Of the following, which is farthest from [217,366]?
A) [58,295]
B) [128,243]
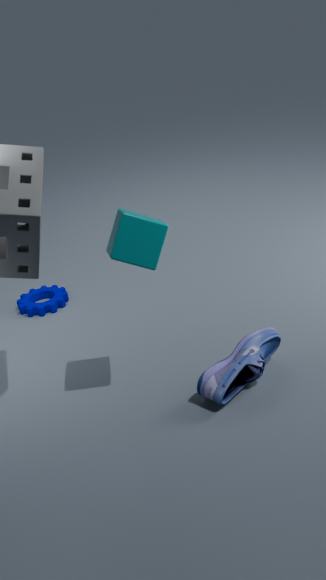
[58,295]
